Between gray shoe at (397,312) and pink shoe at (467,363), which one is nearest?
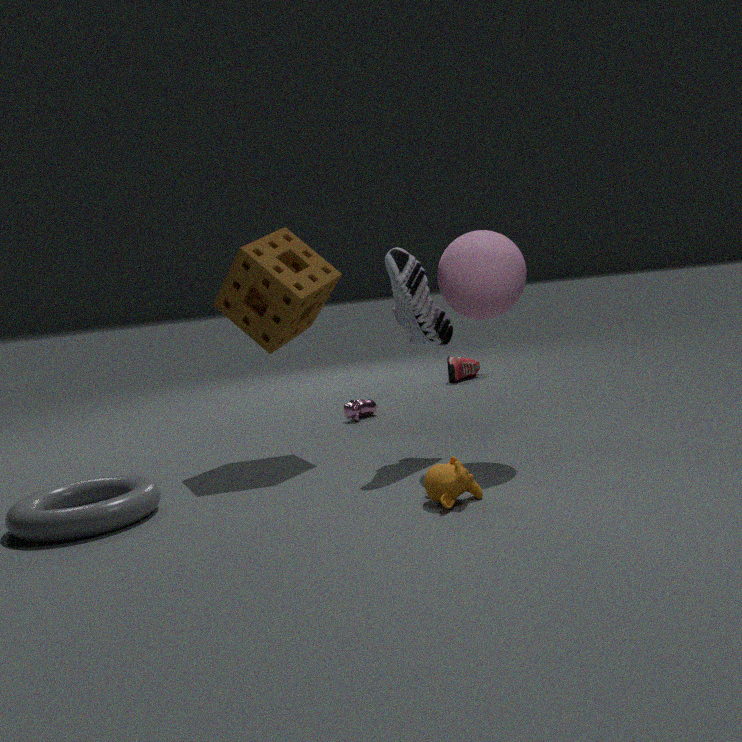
gray shoe at (397,312)
